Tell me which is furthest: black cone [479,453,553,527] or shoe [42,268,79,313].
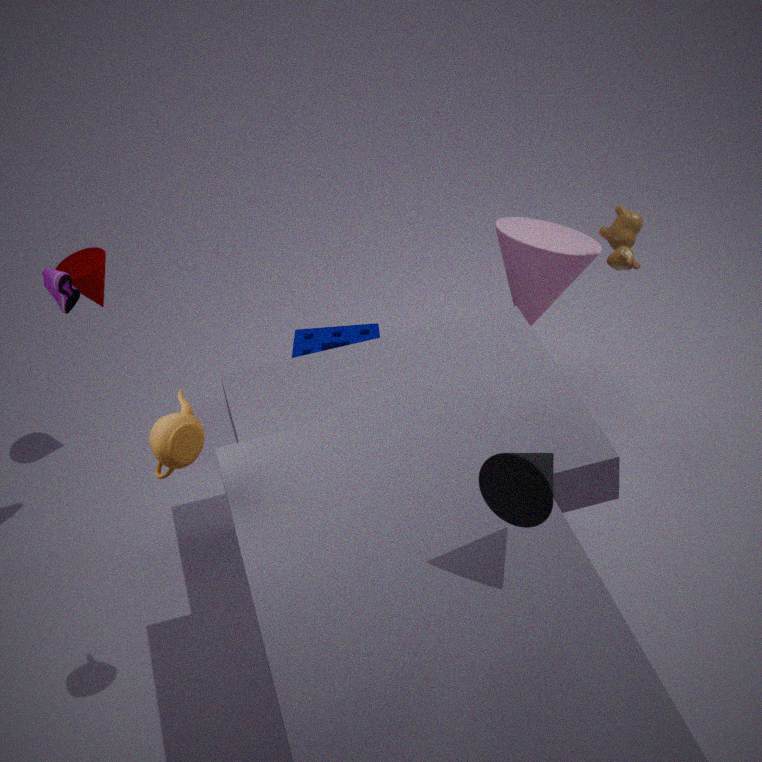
shoe [42,268,79,313]
